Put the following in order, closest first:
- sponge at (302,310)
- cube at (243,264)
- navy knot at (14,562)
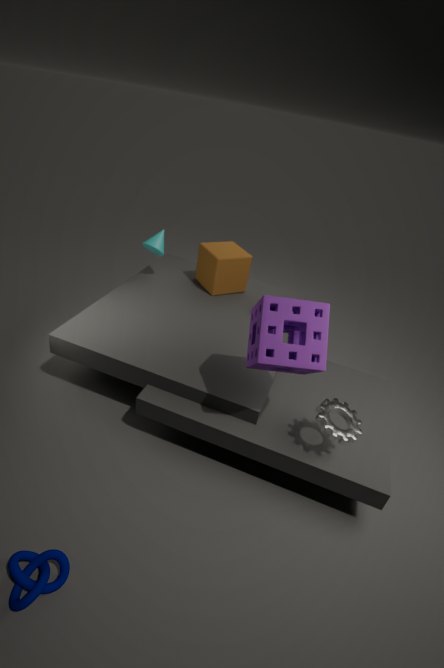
navy knot at (14,562)
sponge at (302,310)
cube at (243,264)
